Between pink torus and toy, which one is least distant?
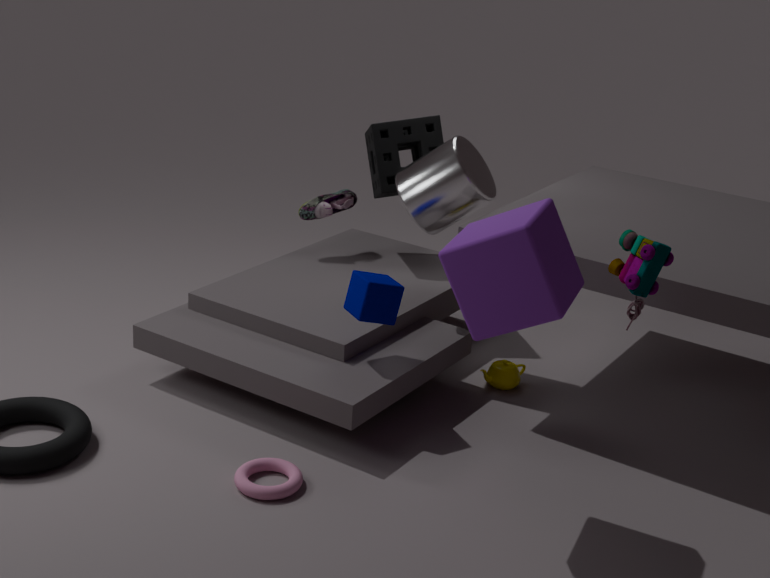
toy
